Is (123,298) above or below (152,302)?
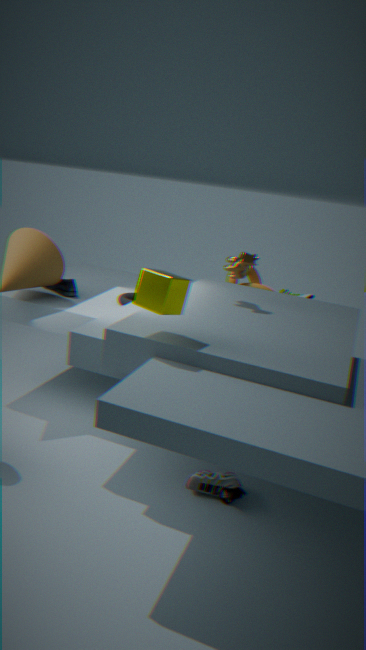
below
